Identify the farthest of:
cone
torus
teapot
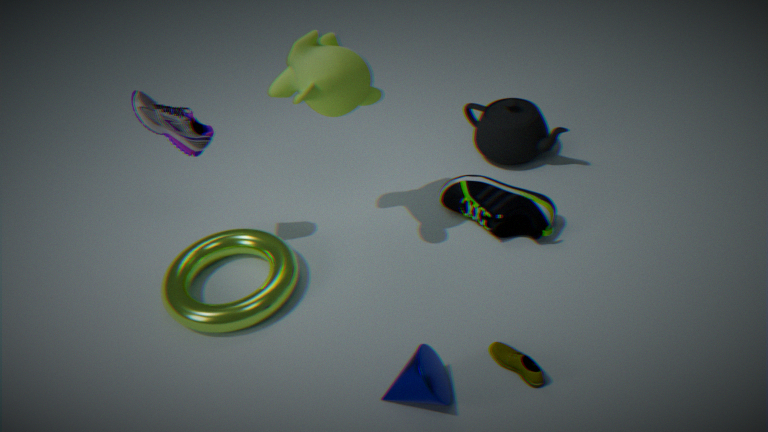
teapot
